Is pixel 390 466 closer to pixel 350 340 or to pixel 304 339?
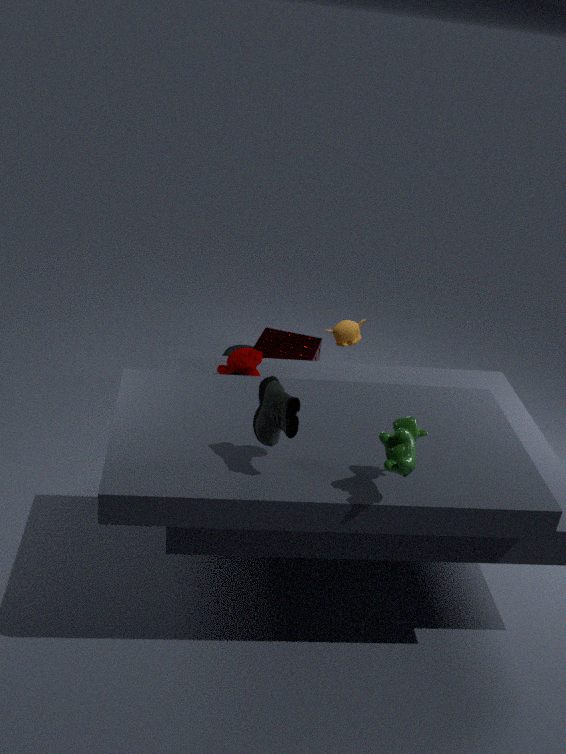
pixel 350 340
